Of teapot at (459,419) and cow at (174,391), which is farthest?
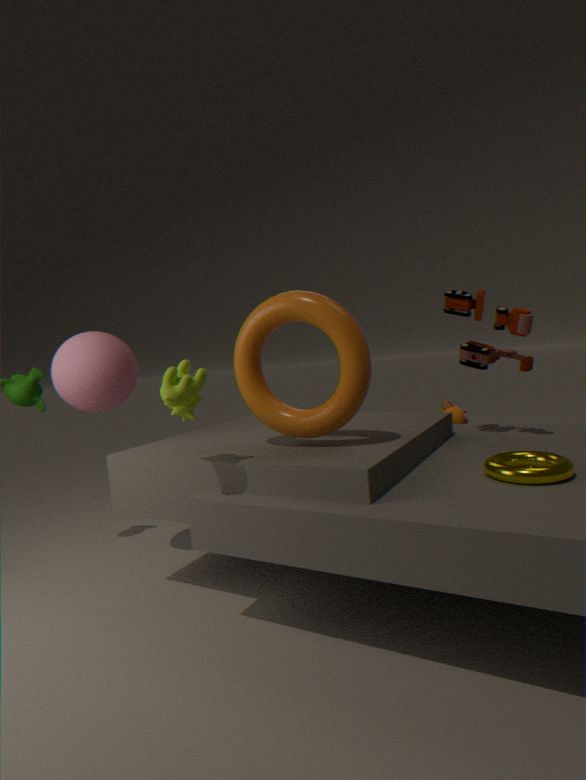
teapot at (459,419)
